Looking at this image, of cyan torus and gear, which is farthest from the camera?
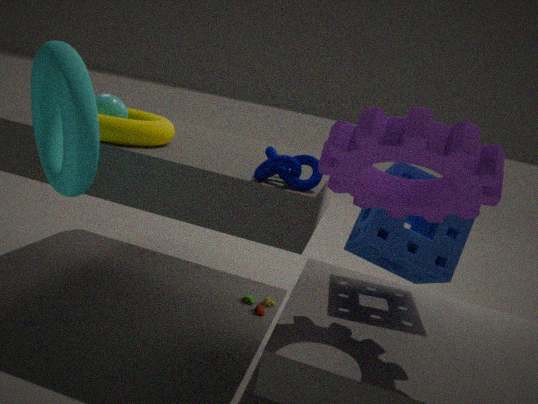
cyan torus
